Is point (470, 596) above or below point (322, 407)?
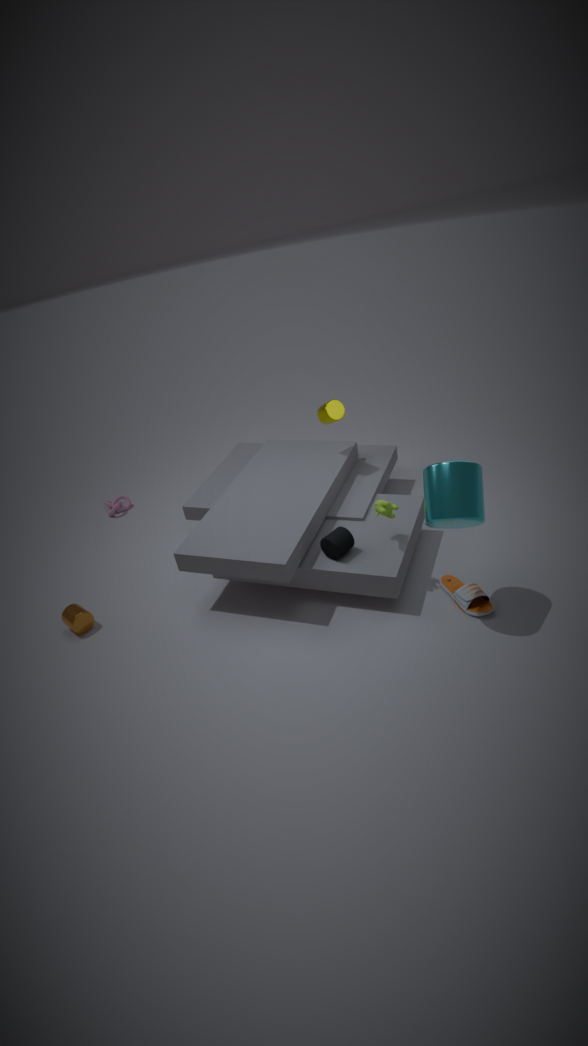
below
